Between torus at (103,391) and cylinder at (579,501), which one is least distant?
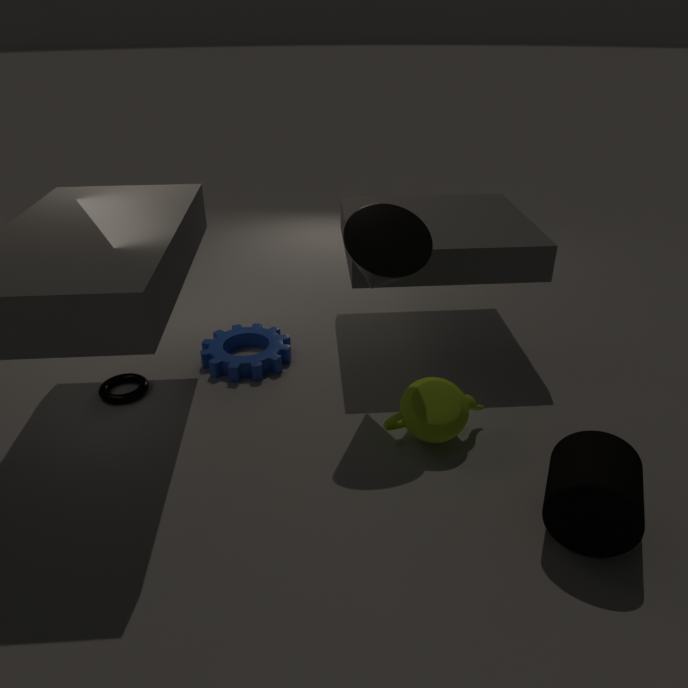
cylinder at (579,501)
